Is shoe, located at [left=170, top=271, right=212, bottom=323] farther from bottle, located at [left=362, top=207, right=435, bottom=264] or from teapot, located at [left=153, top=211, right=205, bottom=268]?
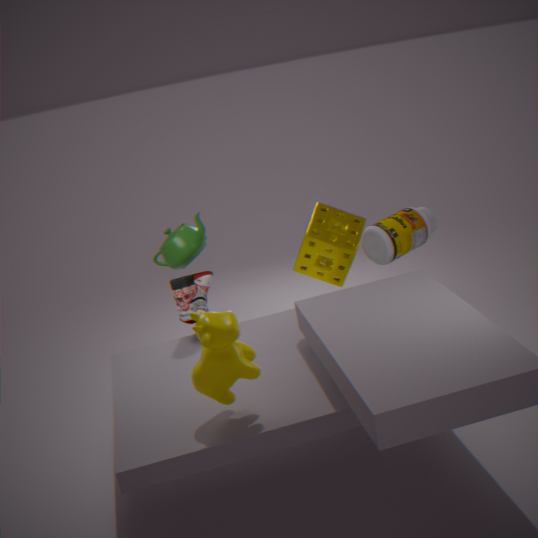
bottle, located at [left=362, top=207, right=435, bottom=264]
